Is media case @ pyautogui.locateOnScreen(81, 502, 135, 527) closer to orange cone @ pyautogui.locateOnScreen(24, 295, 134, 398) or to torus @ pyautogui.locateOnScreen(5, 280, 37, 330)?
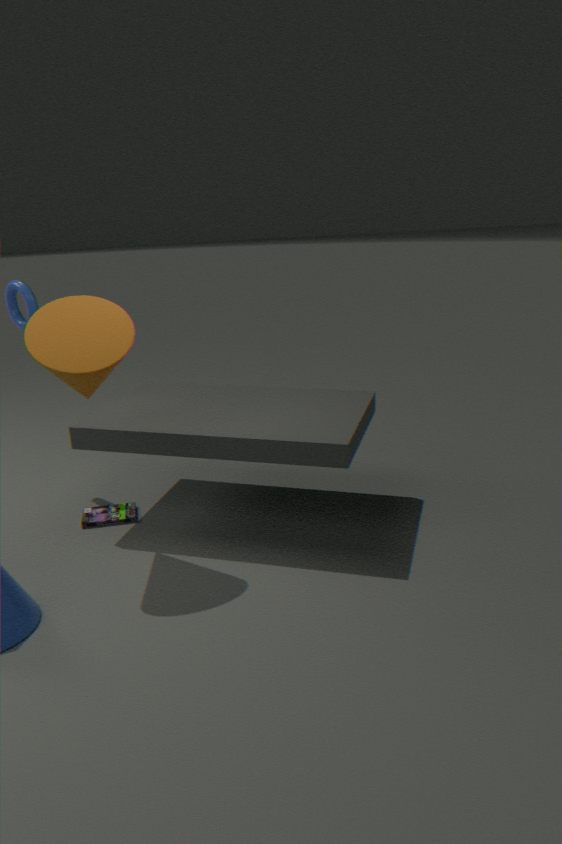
orange cone @ pyautogui.locateOnScreen(24, 295, 134, 398)
